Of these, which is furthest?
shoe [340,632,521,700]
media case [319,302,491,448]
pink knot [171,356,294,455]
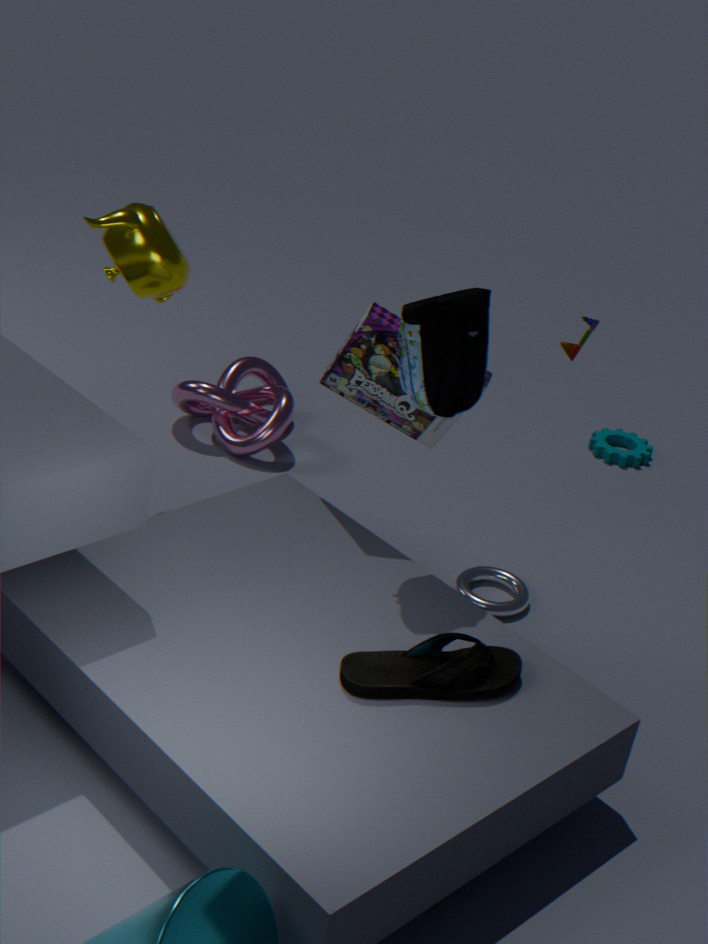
pink knot [171,356,294,455]
